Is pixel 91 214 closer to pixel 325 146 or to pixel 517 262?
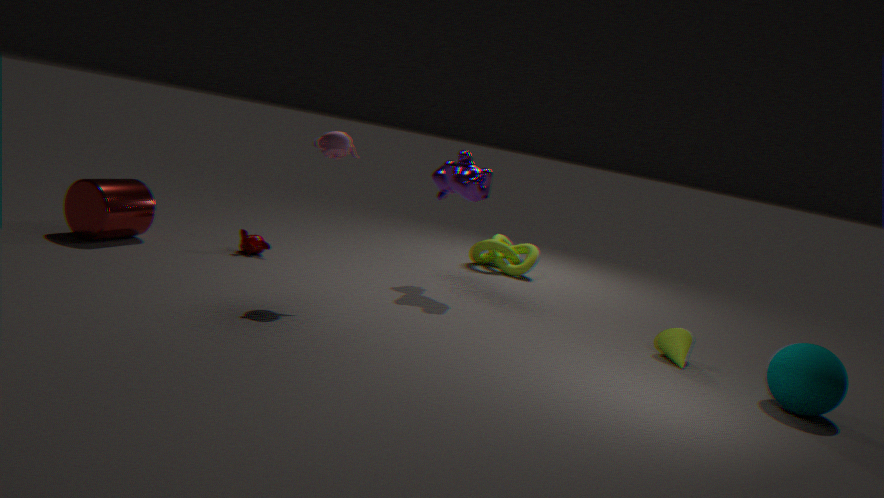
pixel 325 146
